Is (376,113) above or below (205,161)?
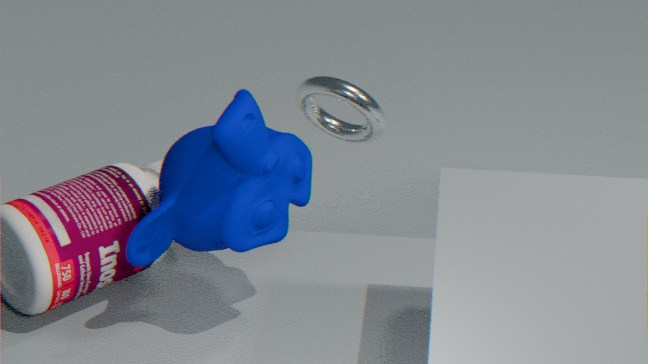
below
